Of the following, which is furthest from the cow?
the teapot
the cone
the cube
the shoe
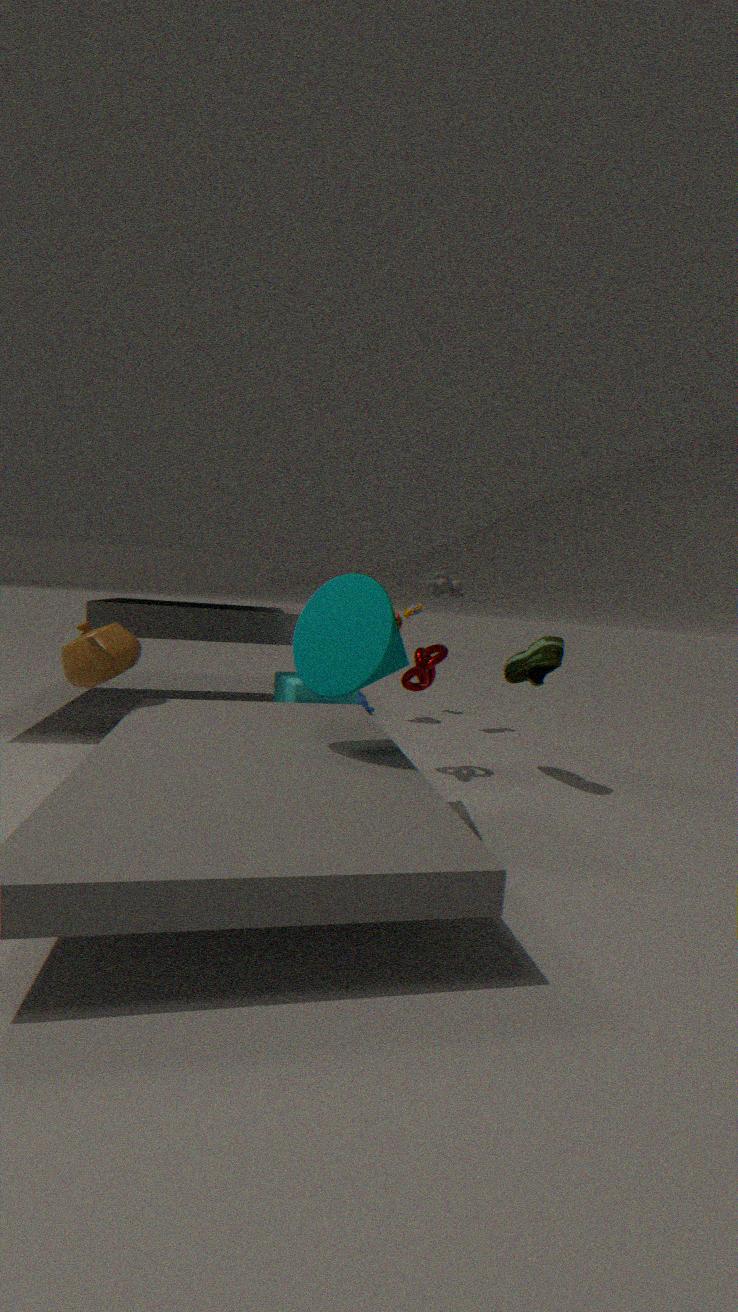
the teapot
